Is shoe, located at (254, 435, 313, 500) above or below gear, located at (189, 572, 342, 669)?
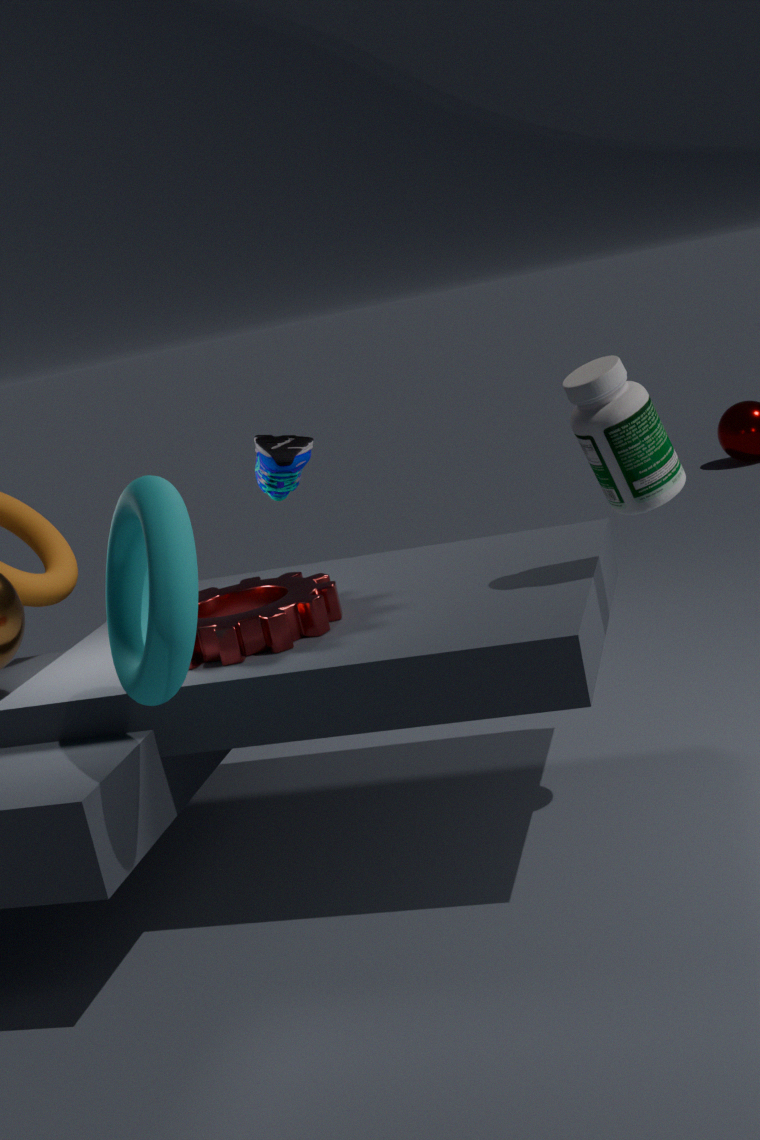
above
